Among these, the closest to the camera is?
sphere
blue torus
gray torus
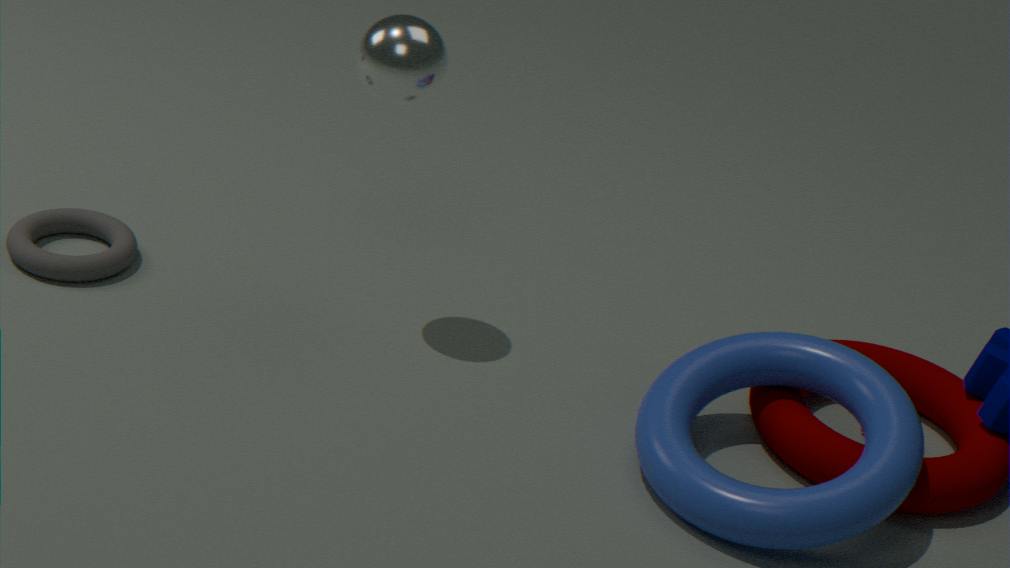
blue torus
